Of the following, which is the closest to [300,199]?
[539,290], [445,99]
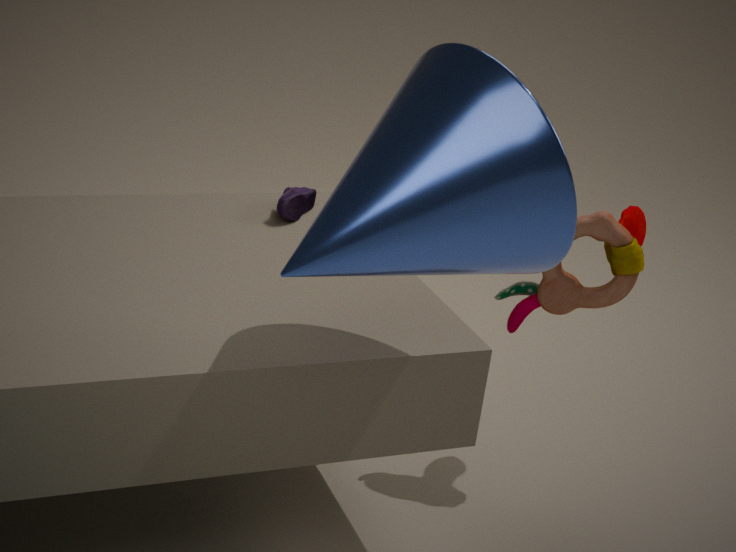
[539,290]
